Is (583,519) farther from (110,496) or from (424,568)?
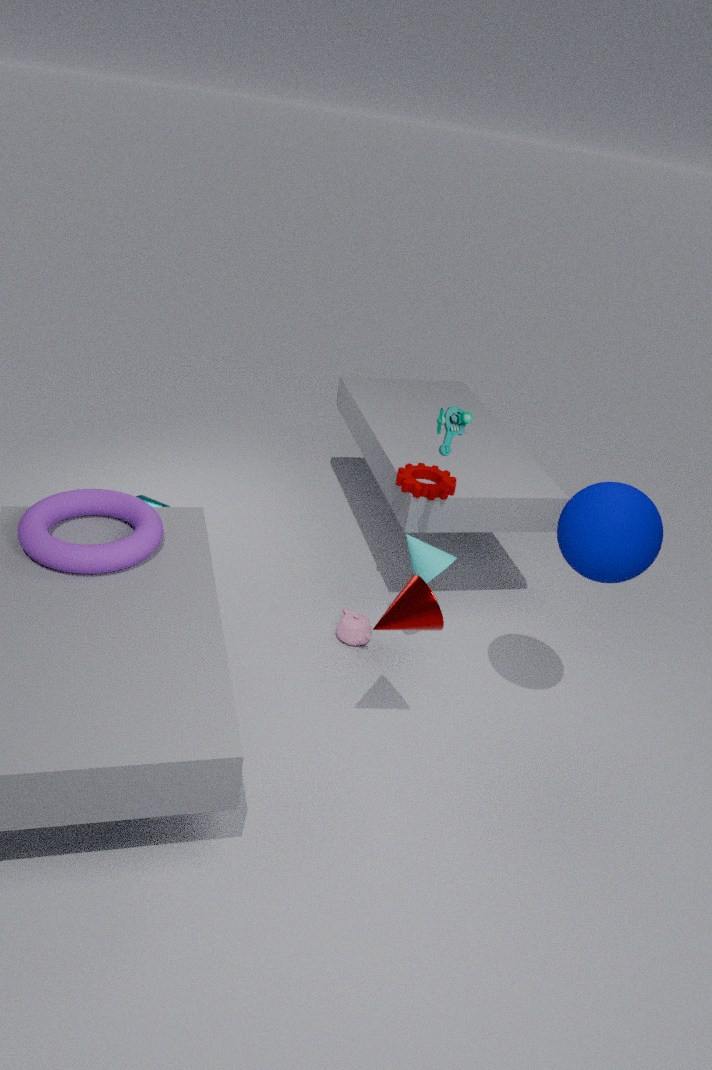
(110,496)
